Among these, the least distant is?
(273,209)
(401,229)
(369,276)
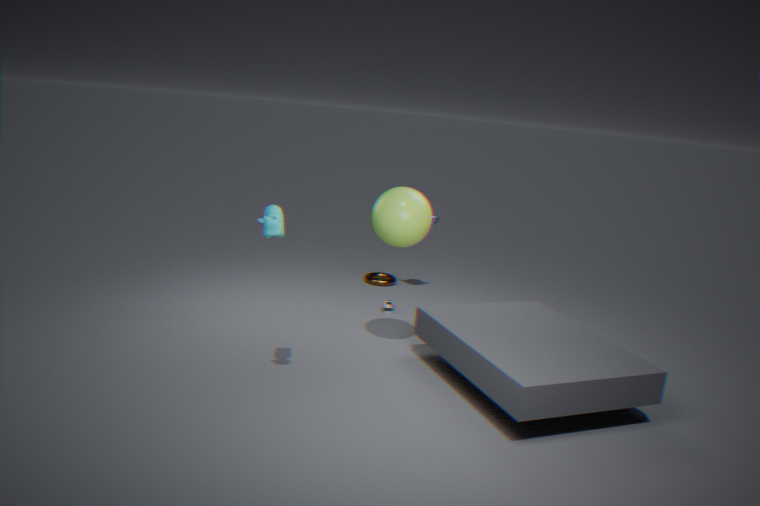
(273,209)
